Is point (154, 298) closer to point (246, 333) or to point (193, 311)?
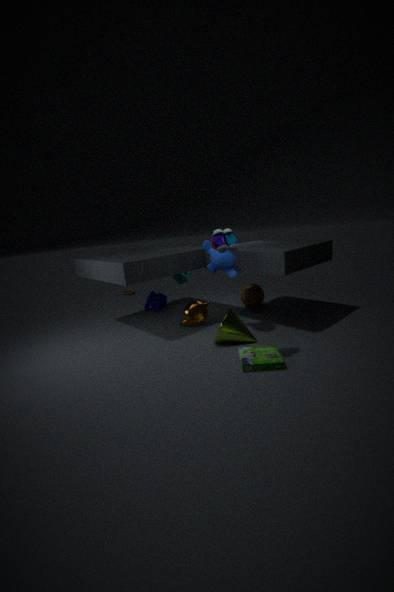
point (193, 311)
